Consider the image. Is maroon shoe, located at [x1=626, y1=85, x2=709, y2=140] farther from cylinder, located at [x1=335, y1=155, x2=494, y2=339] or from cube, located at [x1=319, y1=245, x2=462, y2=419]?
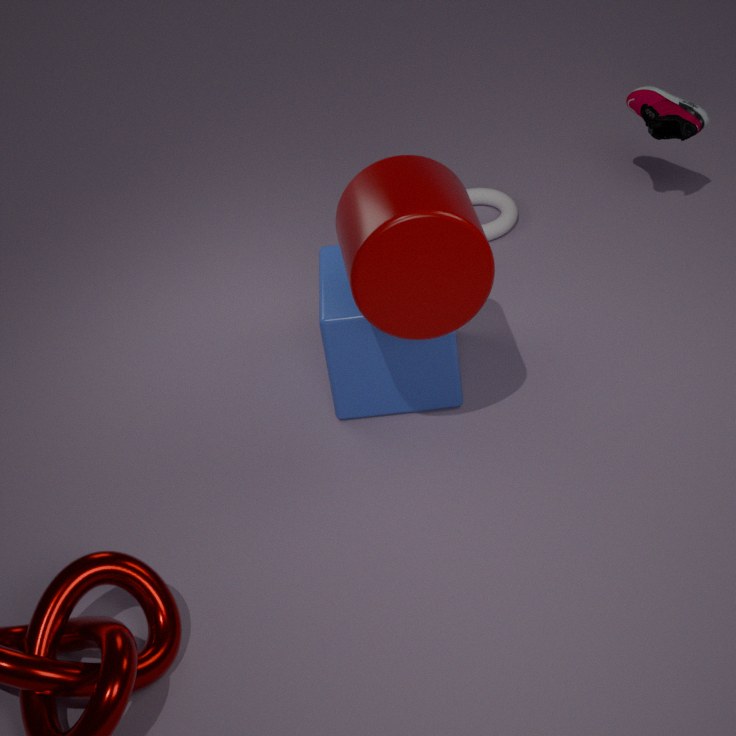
cylinder, located at [x1=335, y1=155, x2=494, y2=339]
